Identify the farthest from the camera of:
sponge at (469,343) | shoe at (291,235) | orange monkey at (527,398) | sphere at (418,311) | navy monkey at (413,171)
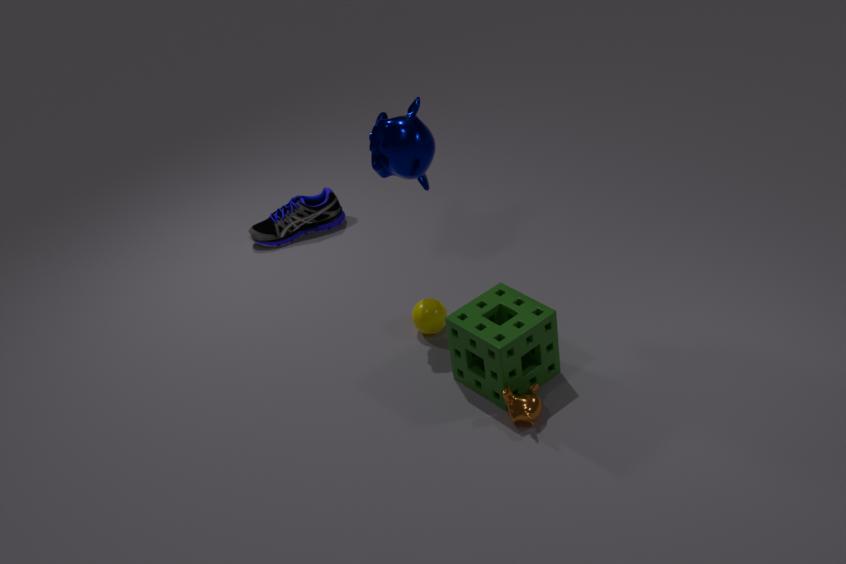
shoe at (291,235)
